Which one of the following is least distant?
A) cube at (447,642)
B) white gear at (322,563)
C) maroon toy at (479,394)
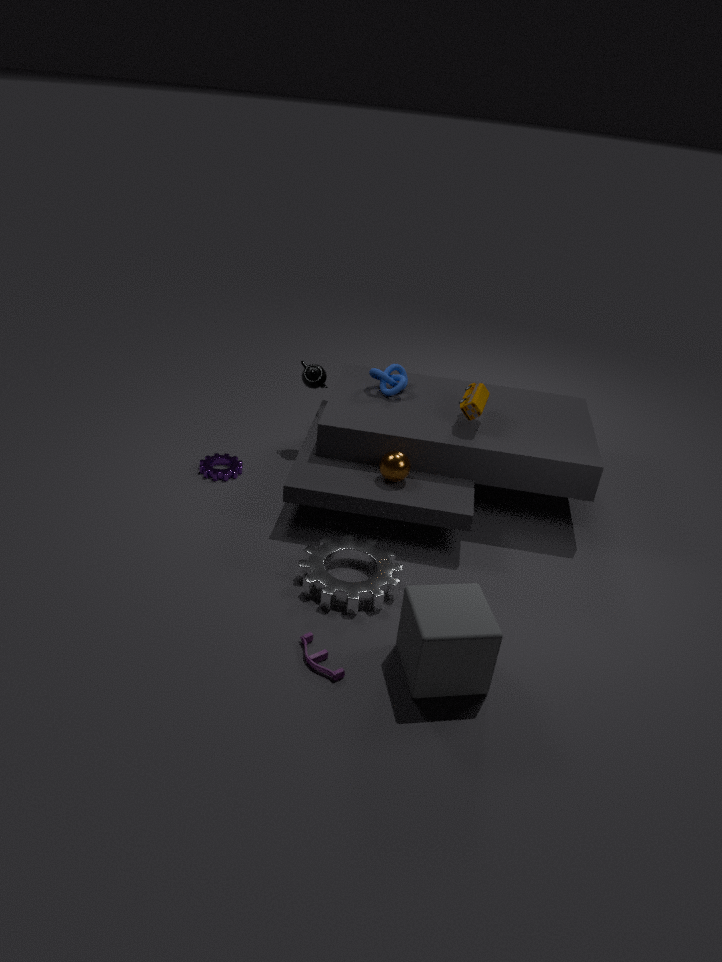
cube at (447,642)
